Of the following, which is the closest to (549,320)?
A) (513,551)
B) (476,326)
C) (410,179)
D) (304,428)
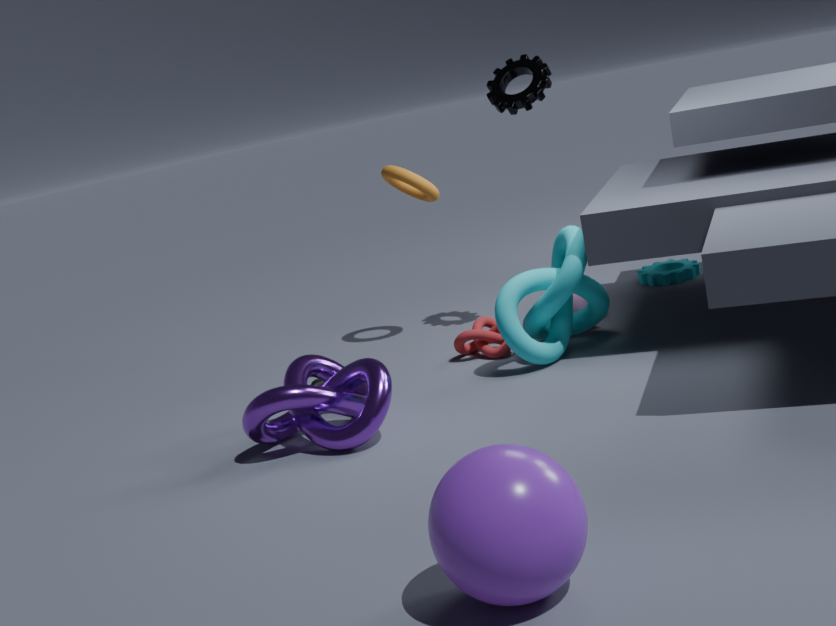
(476,326)
